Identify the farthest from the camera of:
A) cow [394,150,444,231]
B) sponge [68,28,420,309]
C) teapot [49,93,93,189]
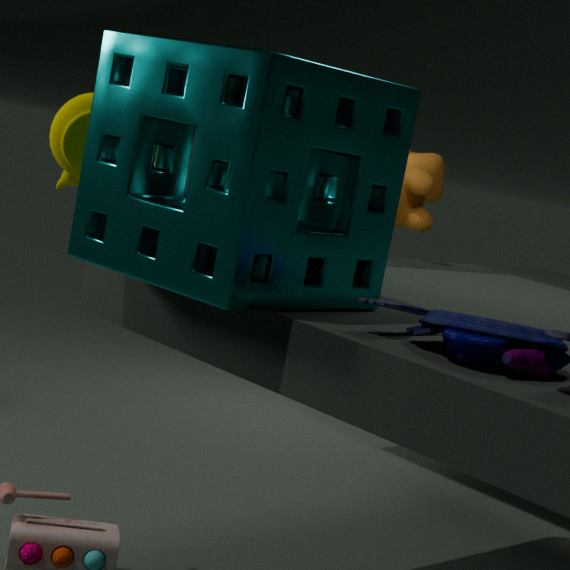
A. cow [394,150,444,231]
